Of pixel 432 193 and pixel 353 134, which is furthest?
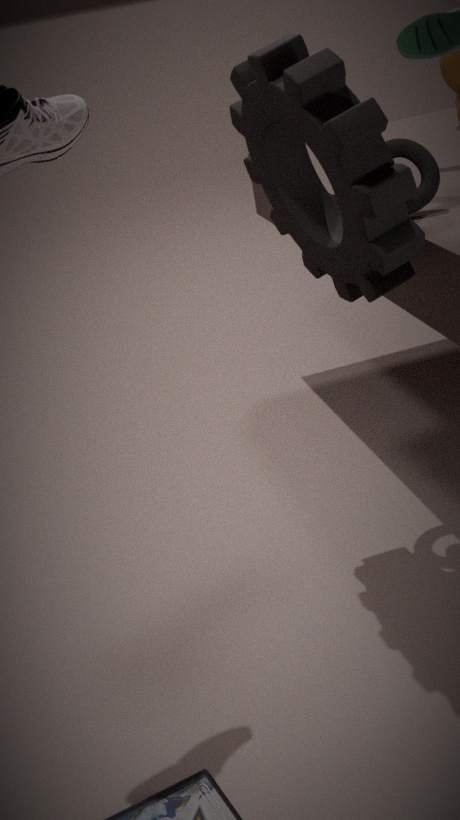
pixel 432 193
